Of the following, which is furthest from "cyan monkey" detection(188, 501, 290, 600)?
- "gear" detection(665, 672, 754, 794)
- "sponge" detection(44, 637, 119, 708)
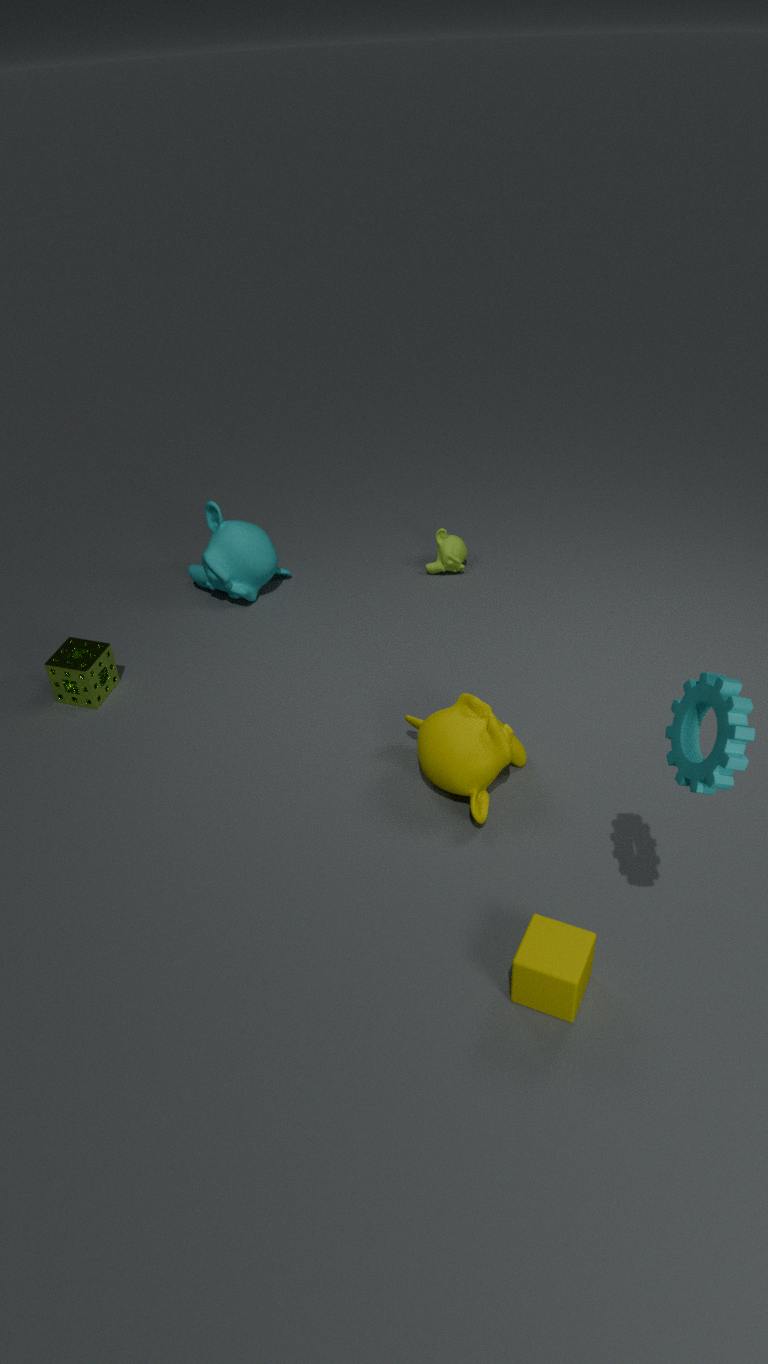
"gear" detection(665, 672, 754, 794)
